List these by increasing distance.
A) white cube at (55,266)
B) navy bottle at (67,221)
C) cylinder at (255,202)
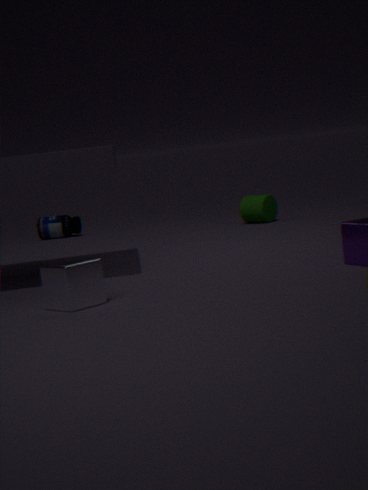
white cube at (55,266) → cylinder at (255,202) → navy bottle at (67,221)
